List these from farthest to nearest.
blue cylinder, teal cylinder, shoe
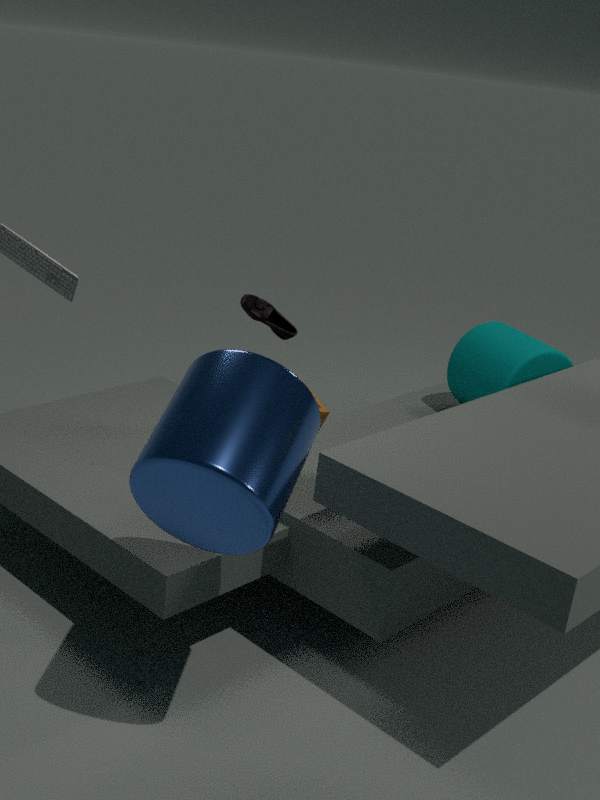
teal cylinder
shoe
blue cylinder
